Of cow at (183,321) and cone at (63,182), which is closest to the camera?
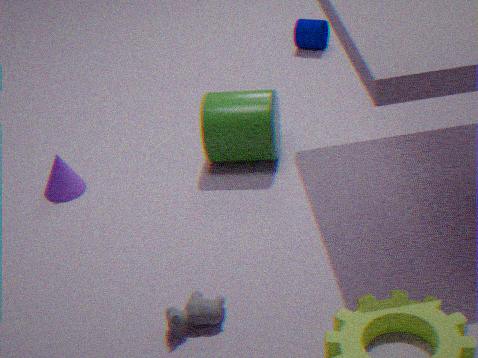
cow at (183,321)
